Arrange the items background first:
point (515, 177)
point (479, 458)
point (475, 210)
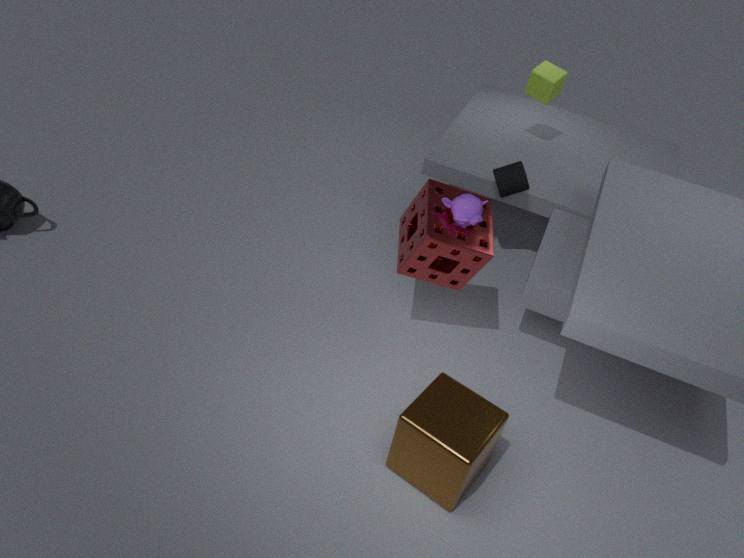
point (515, 177) → point (475, 210) → point (479, 458)
